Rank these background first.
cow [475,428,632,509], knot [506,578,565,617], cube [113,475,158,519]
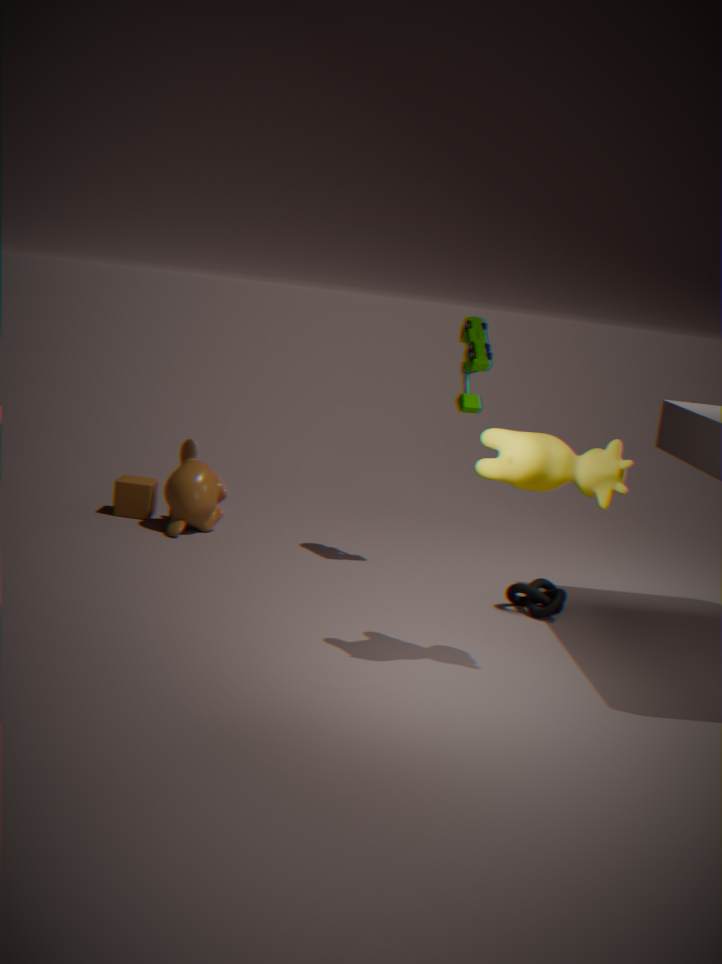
cube [113,475,158,519], knot [506,578,565,617], cow [475,428,632,509]
